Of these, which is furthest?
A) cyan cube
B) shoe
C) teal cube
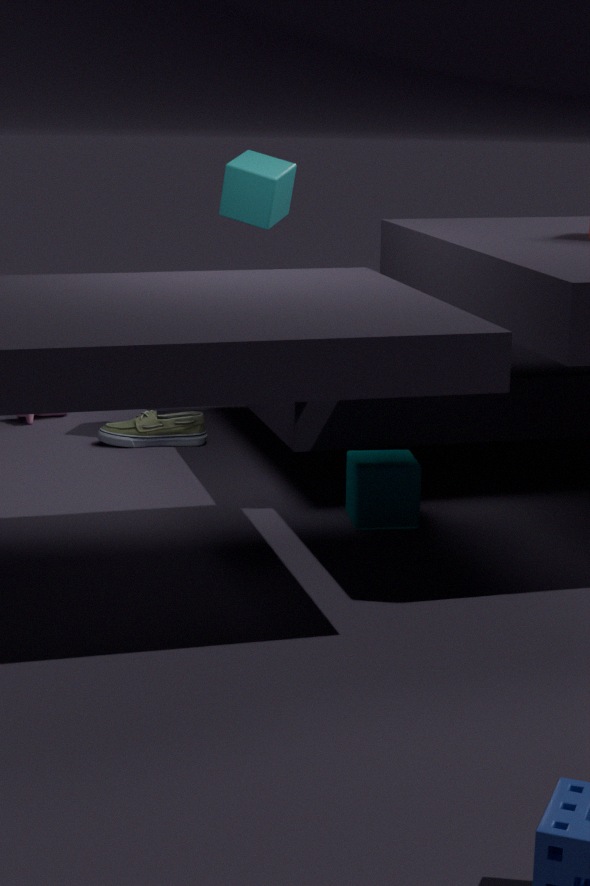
shoe
